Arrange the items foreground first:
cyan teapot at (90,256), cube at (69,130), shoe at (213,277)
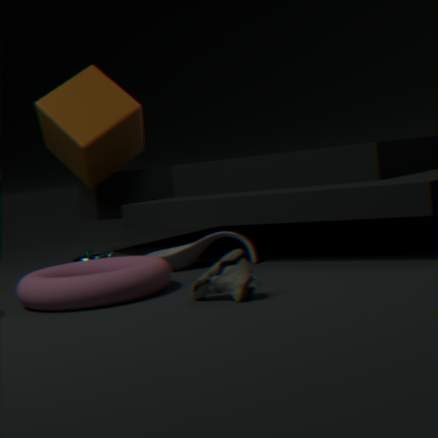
shoe at (213,277)
cyan teapot at (90,256)
cube at (69,130)
